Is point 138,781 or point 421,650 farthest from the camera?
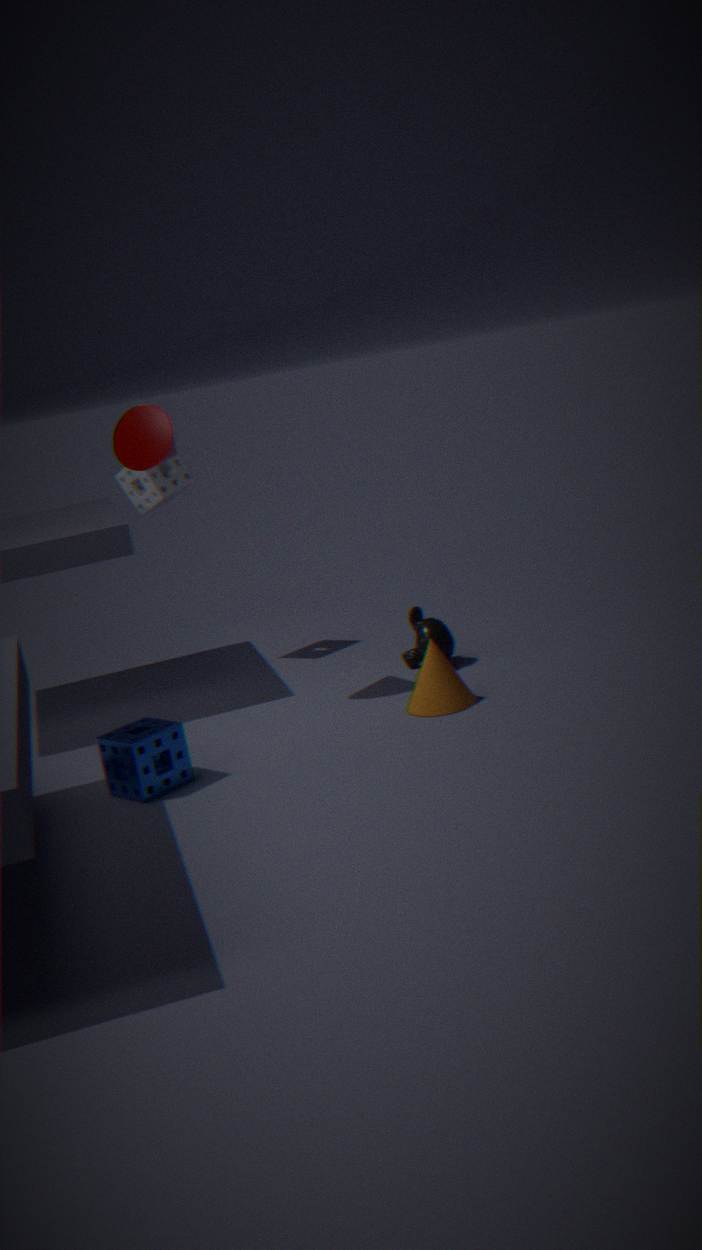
point 421,650
